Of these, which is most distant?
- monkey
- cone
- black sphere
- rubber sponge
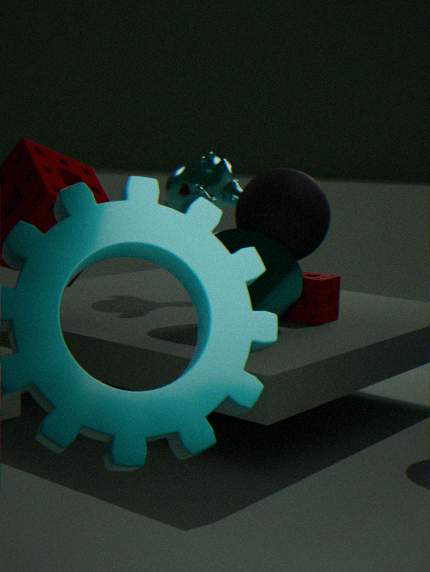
monkey
